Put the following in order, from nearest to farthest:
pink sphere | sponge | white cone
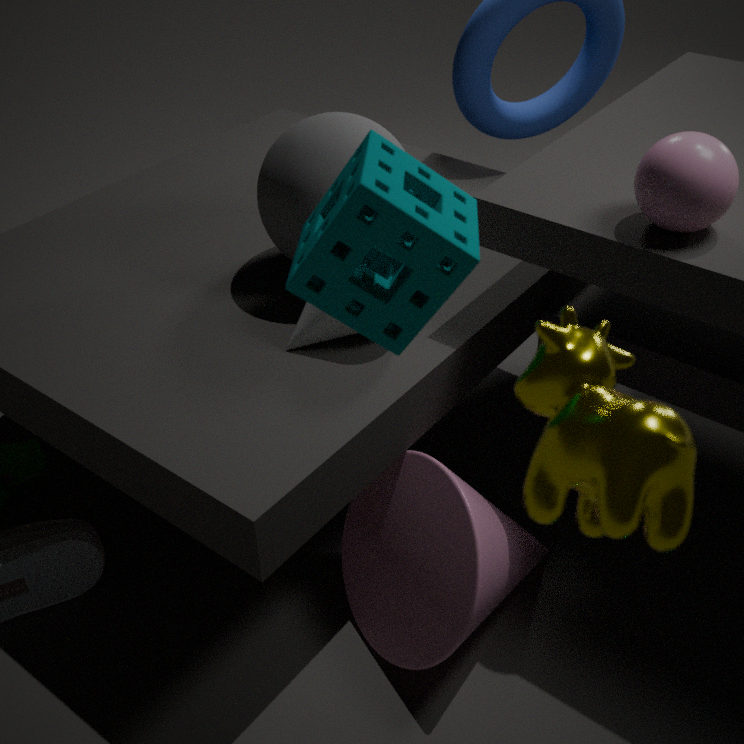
sponge → pink sphere → white cone
